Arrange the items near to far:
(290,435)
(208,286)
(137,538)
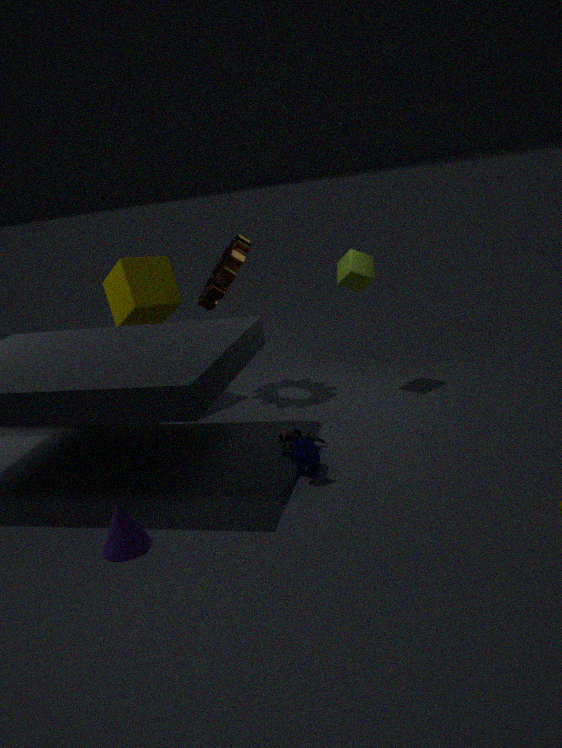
Result: (137,538) < (290,435) < (208,286)
